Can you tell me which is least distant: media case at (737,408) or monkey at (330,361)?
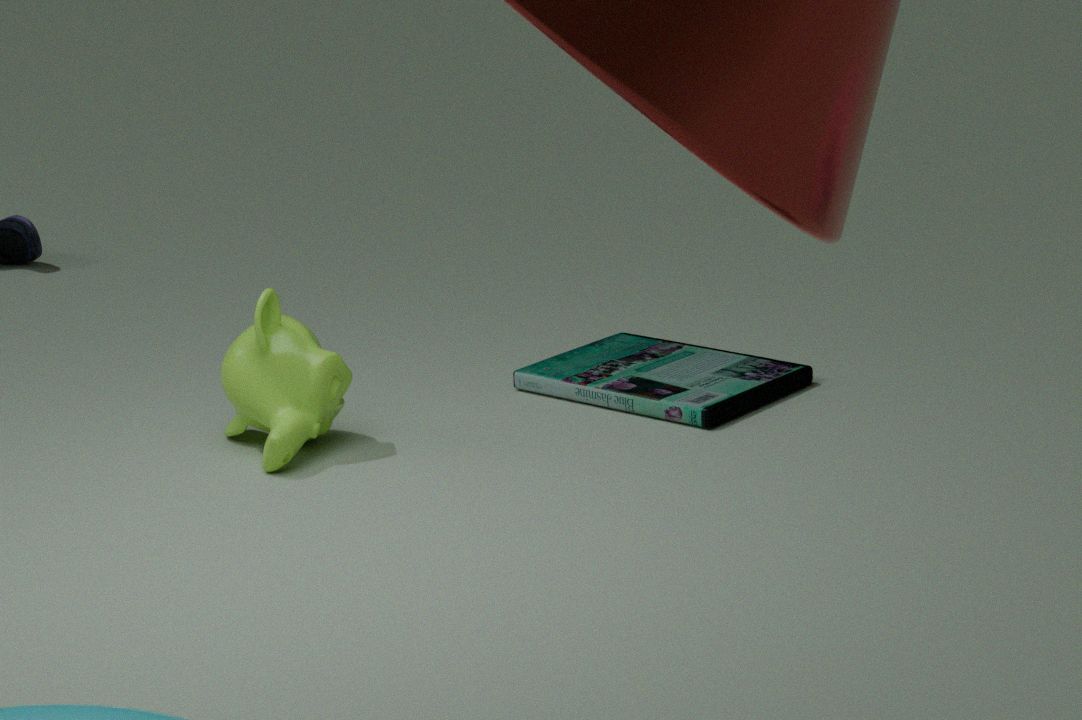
monkey at (330,361)
